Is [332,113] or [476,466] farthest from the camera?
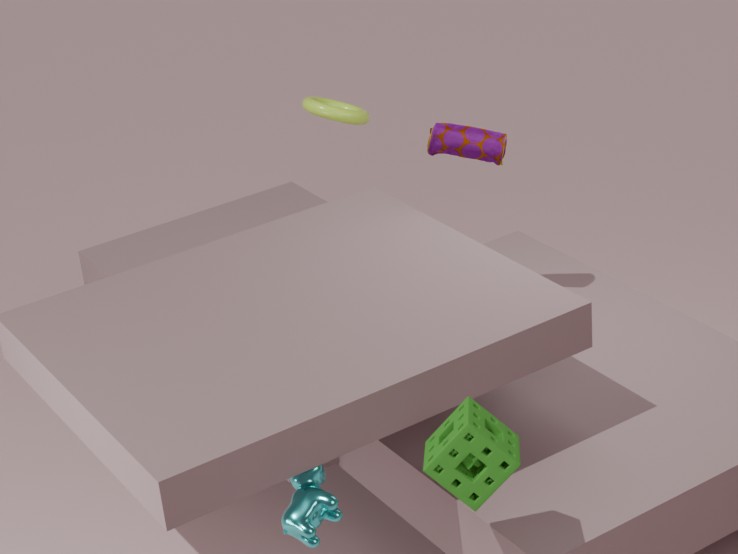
[332,113]
